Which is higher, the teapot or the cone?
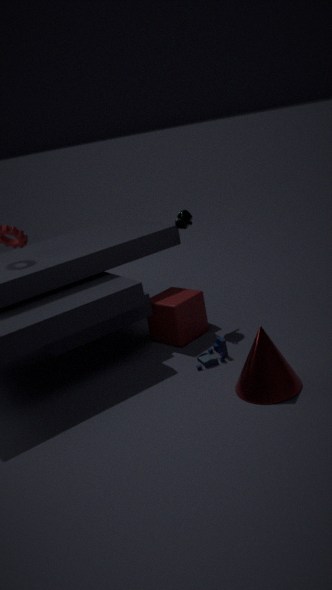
the teapot
